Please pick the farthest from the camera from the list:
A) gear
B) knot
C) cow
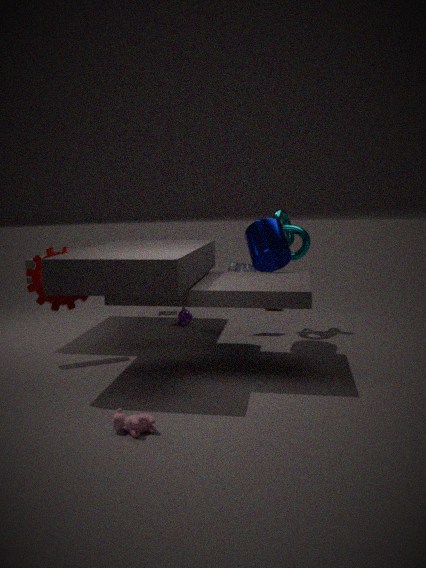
B. knot
